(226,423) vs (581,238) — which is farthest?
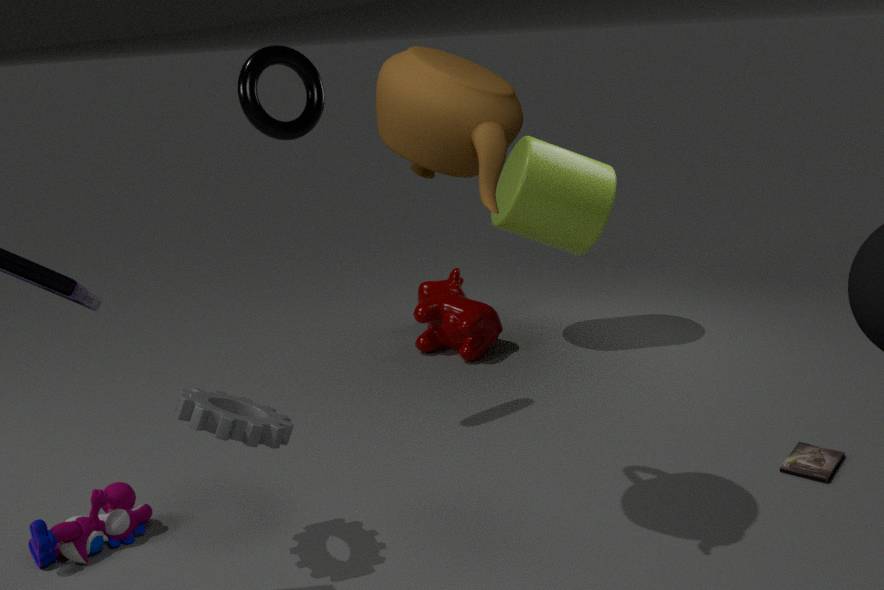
(581,238)
